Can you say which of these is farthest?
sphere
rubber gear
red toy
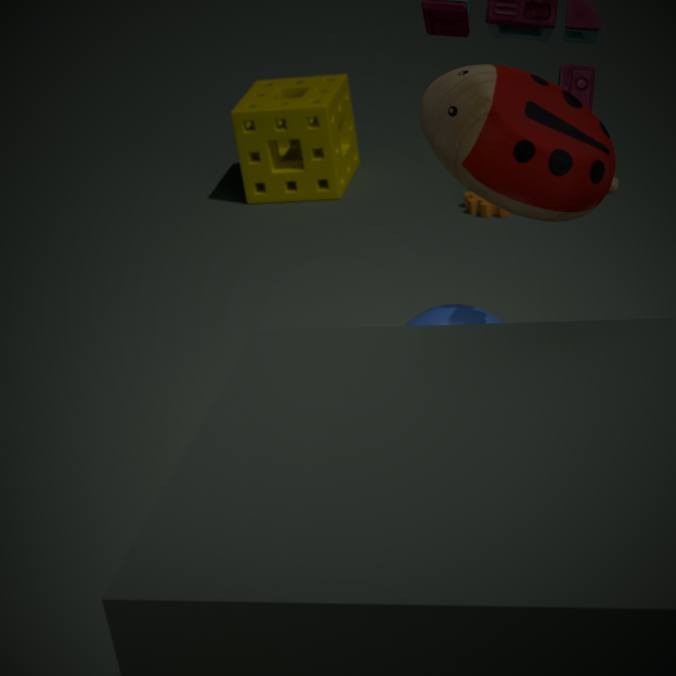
rubber gear
